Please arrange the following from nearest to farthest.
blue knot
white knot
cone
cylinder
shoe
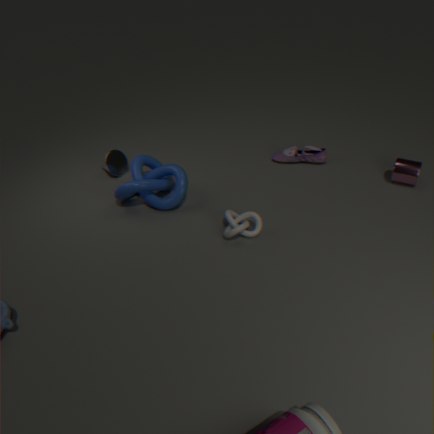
white knot
blue knot
cylinder
cone
shoe
